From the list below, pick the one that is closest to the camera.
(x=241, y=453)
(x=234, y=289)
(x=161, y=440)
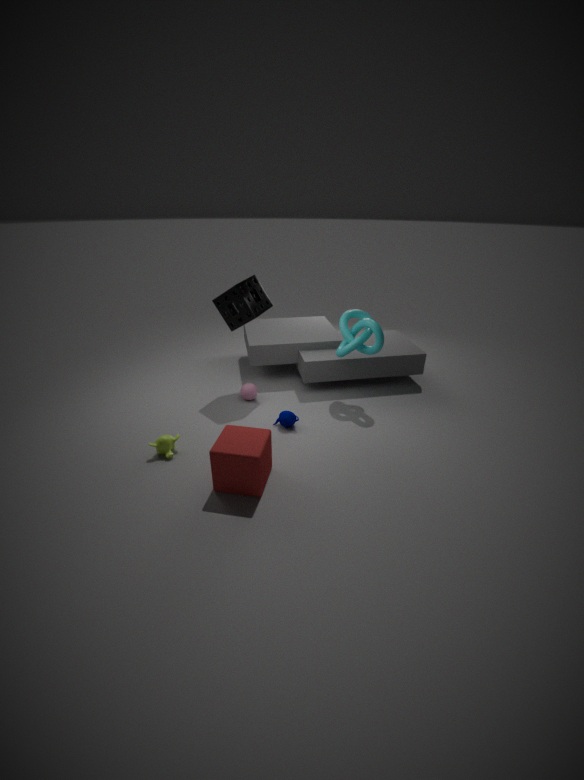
(x=241, y=453)
